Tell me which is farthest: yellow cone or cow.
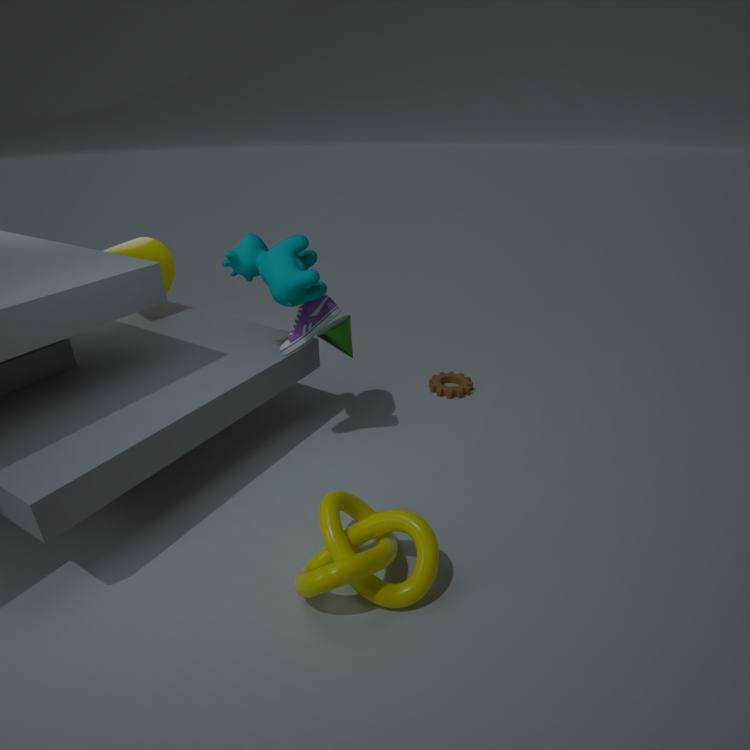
yellow cone
